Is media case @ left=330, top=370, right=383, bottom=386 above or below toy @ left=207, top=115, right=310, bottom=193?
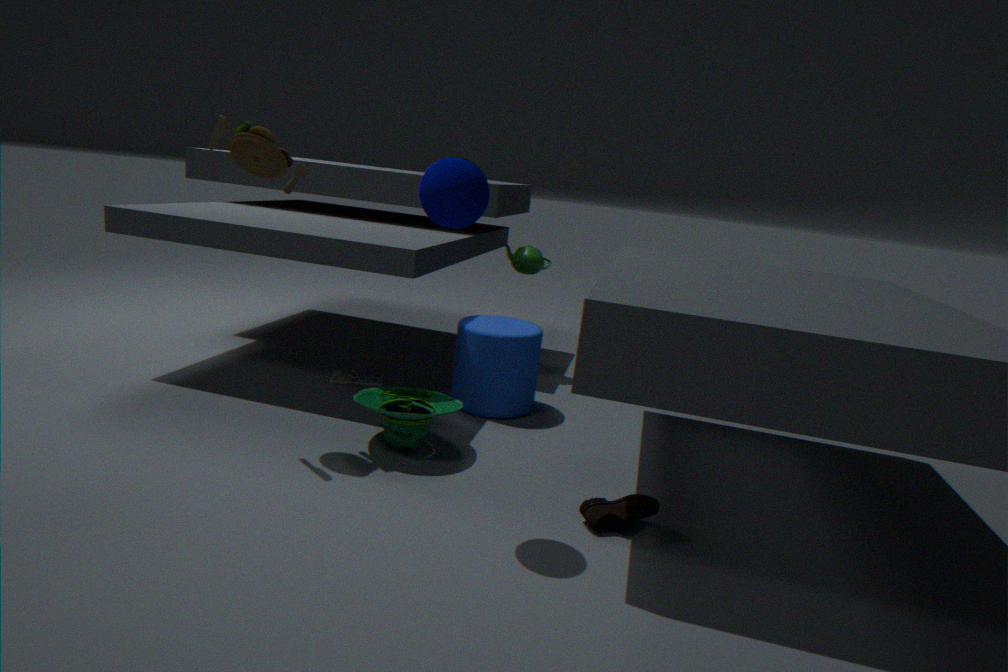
below
